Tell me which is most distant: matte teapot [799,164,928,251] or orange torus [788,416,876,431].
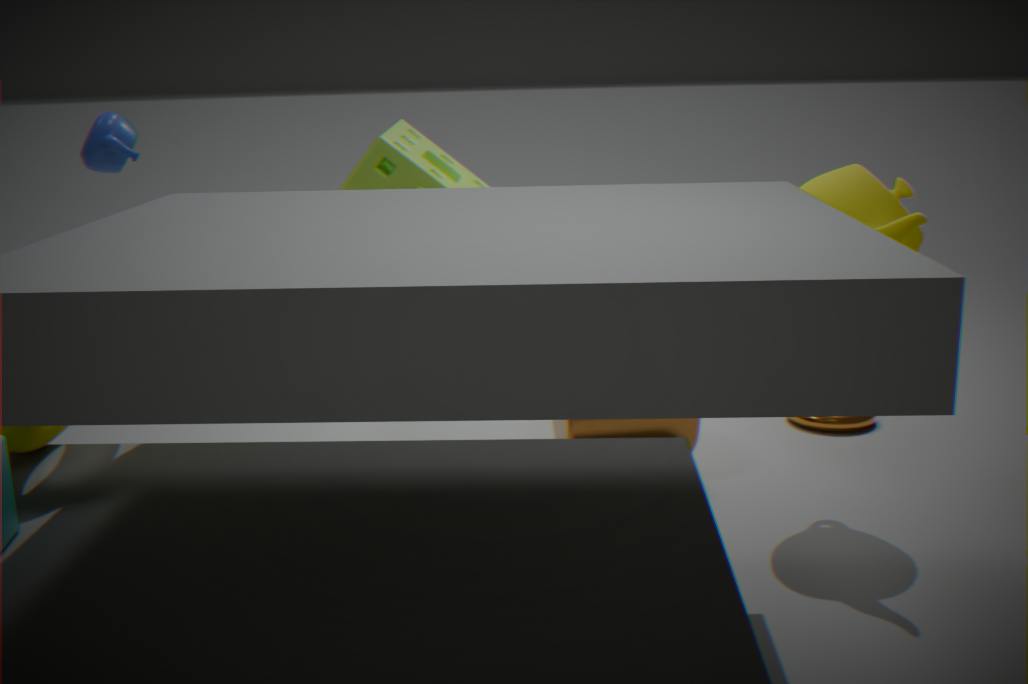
orange torus [788,416,876,431]
